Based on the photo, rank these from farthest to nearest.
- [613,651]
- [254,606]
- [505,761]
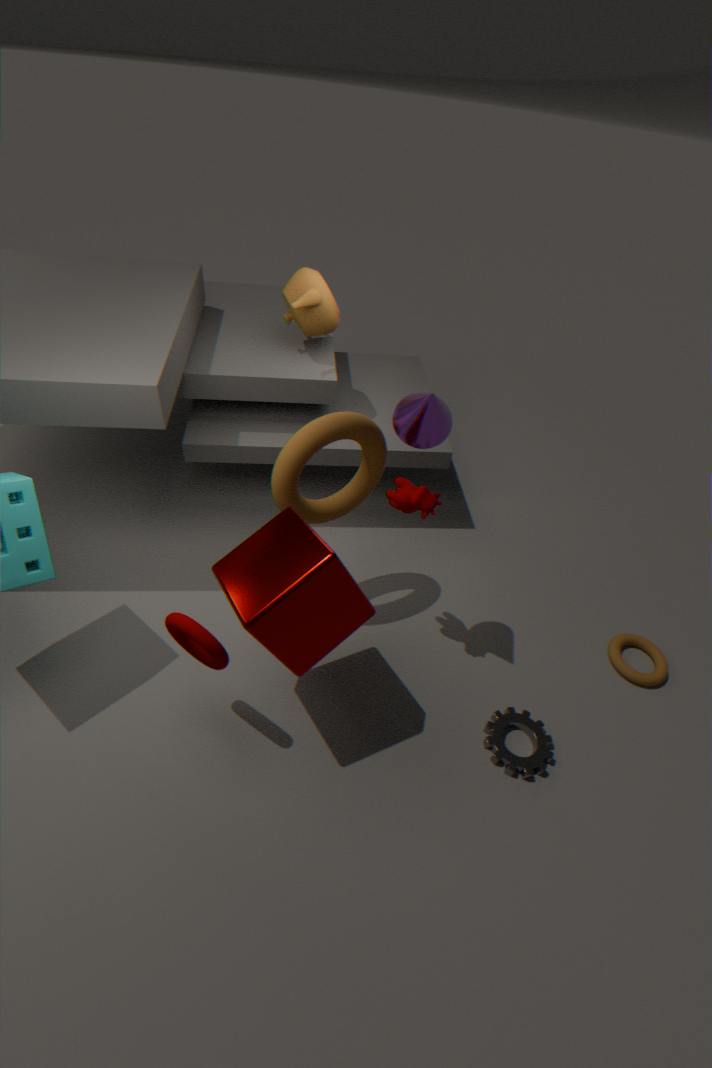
1. [613,651]
2. [505,761]
3. [254,606]
